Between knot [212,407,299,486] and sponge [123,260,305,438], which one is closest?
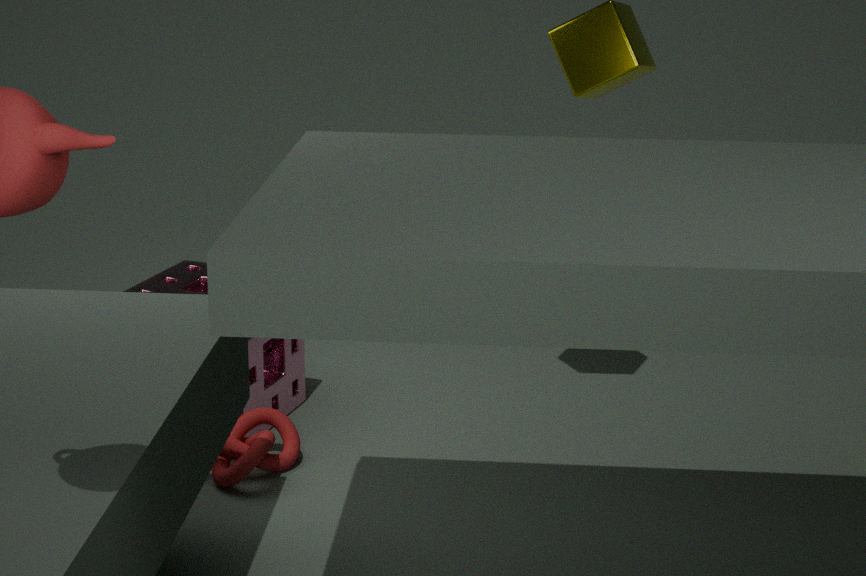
knot [212,407,299,486]
